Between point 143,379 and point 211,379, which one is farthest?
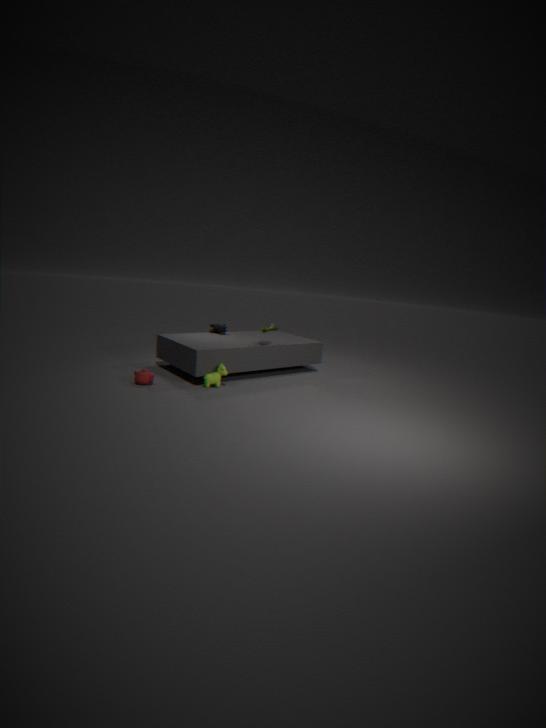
point 211,379
